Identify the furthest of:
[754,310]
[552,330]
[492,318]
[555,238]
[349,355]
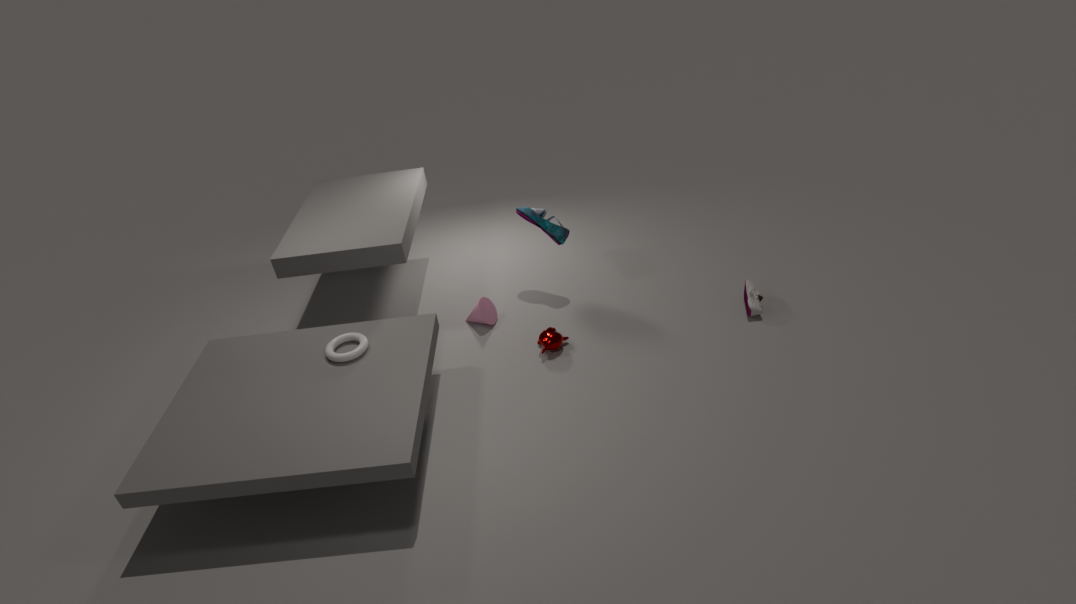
[555,238]
